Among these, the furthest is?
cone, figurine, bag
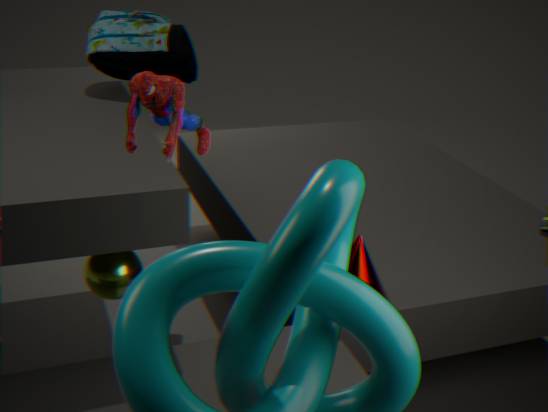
bag
